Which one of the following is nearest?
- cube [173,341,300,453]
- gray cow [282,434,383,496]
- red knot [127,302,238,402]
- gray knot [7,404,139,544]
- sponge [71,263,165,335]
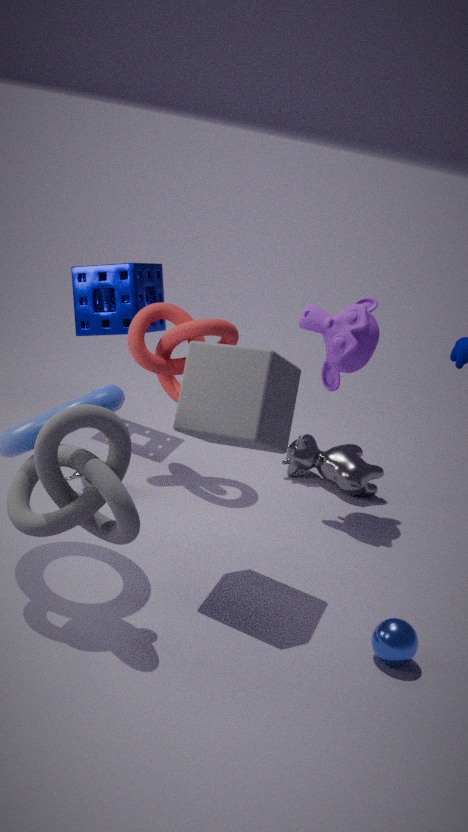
gray knot [7,404,139,544]
